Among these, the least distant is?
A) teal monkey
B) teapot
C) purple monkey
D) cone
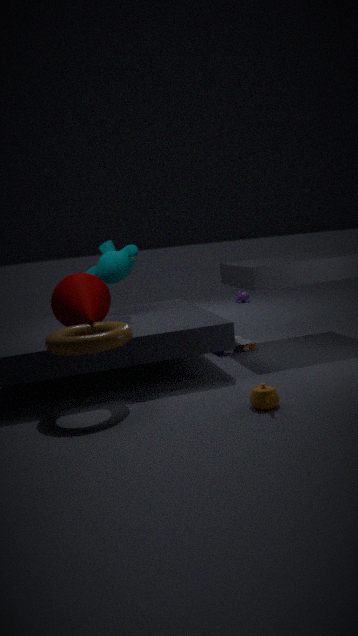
teapot
